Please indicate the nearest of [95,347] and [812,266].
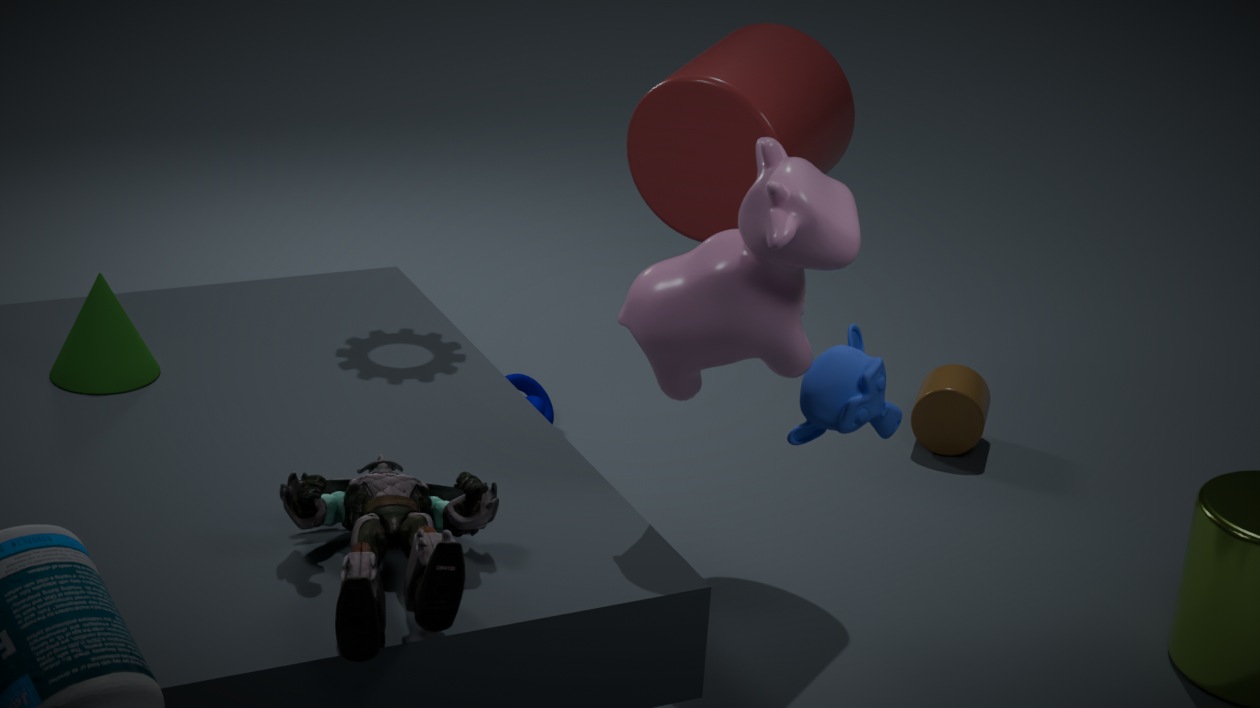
[812,266]
